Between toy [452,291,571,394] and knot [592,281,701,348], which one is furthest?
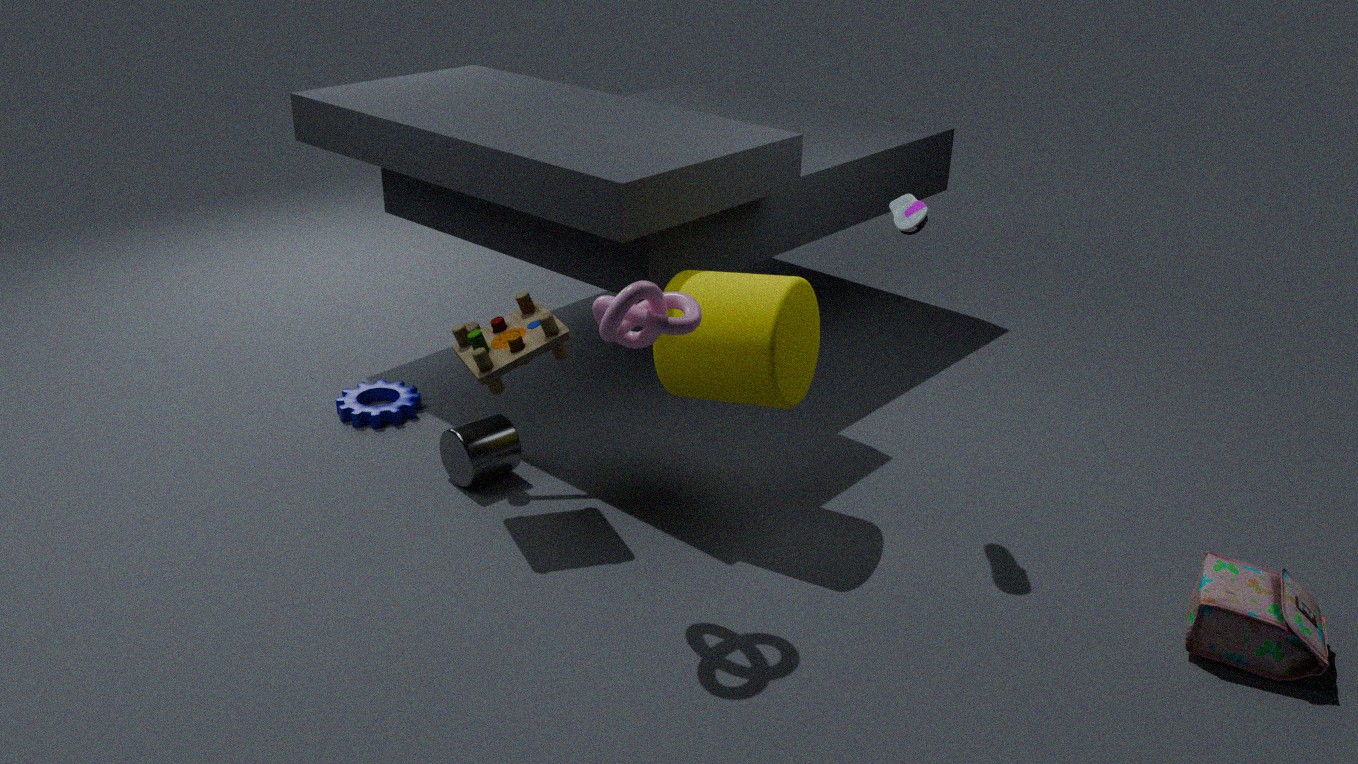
toy [452,291,571,394]
